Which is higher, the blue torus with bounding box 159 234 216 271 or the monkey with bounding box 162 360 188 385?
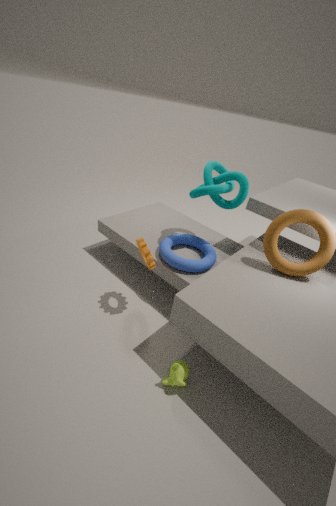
the blue torus with bounding box 159 234 216 271
